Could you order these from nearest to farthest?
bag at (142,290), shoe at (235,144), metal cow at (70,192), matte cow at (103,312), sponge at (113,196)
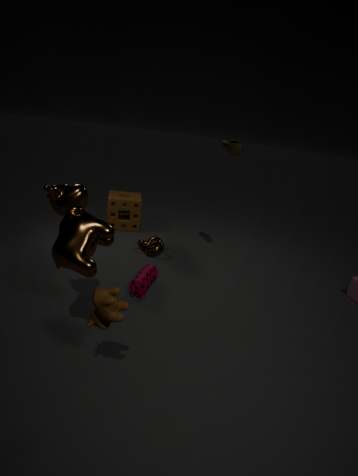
matte cow at (103,312), metal cow at (70,192), bag at (142,290), shoe at (235,144), sponge at (113,196)
